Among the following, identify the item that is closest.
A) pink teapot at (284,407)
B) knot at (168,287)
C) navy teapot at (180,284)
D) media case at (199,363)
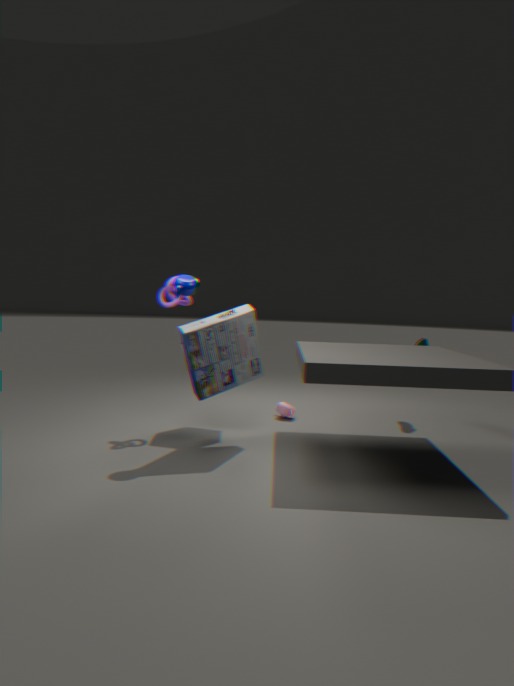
navy teapot at (180,284)
